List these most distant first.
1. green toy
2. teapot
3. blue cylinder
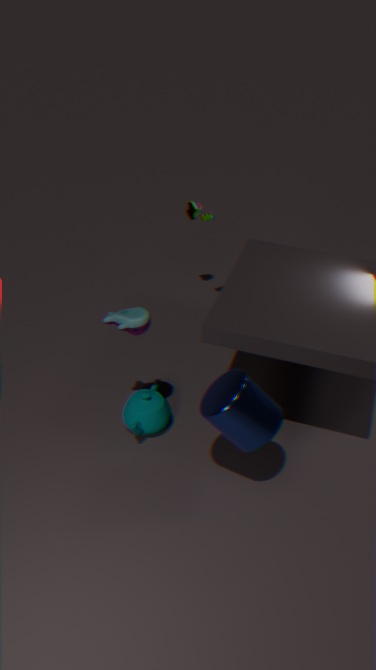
green toy → teapot → blue cylinder
